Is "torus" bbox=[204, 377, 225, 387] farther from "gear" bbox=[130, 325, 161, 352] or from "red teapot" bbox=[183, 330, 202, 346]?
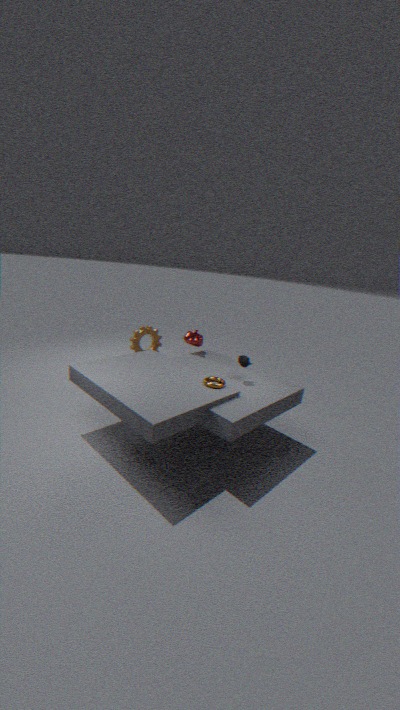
"gear" bbox=[130, 325, 161, 352]
